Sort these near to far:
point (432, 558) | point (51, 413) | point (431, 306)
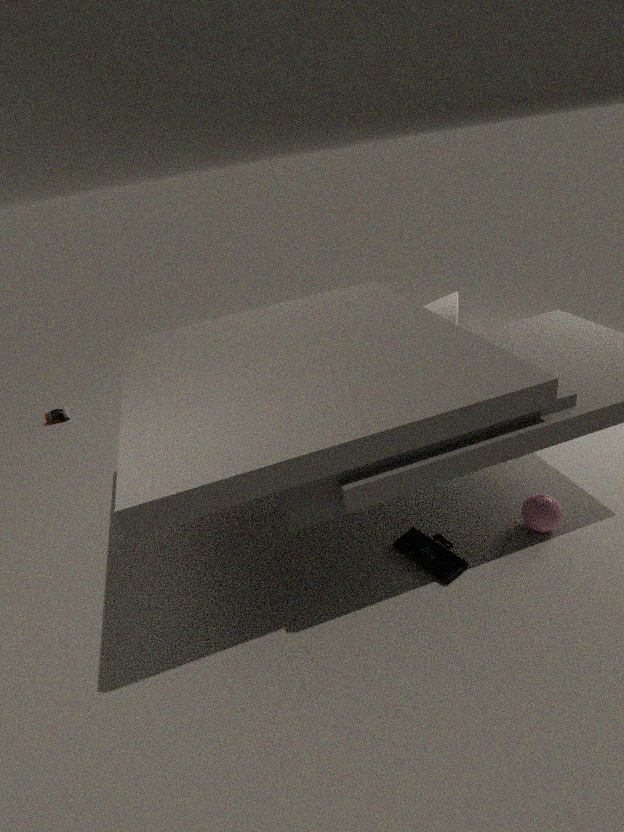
point (432, 558) → point (431, 306) → point (51, 413)
